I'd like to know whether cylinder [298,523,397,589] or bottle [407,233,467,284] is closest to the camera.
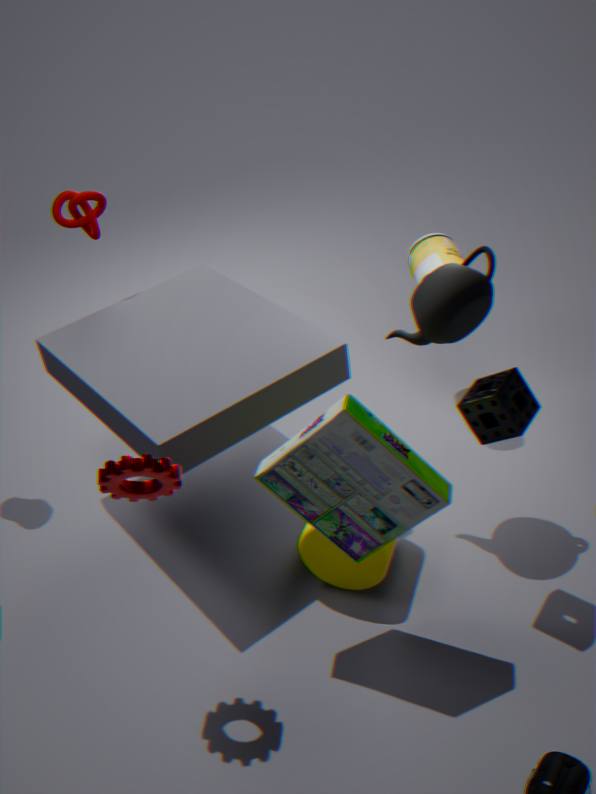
cylinder [298,523,397,589]
